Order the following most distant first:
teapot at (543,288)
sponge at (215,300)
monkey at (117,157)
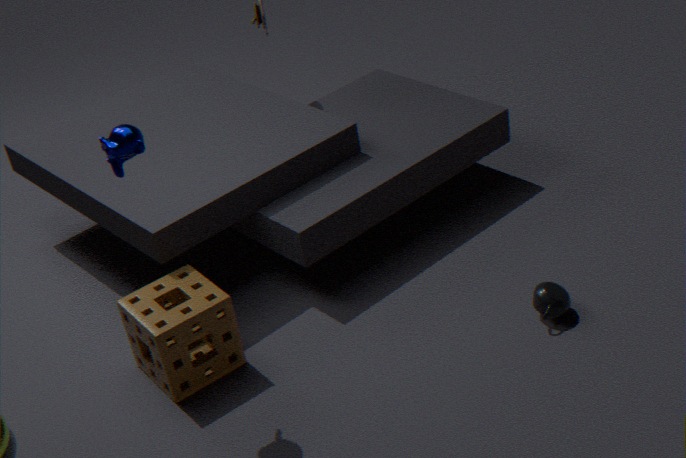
teapot at (543,288) → sponge at (215,300) → monkey at (117,157)
